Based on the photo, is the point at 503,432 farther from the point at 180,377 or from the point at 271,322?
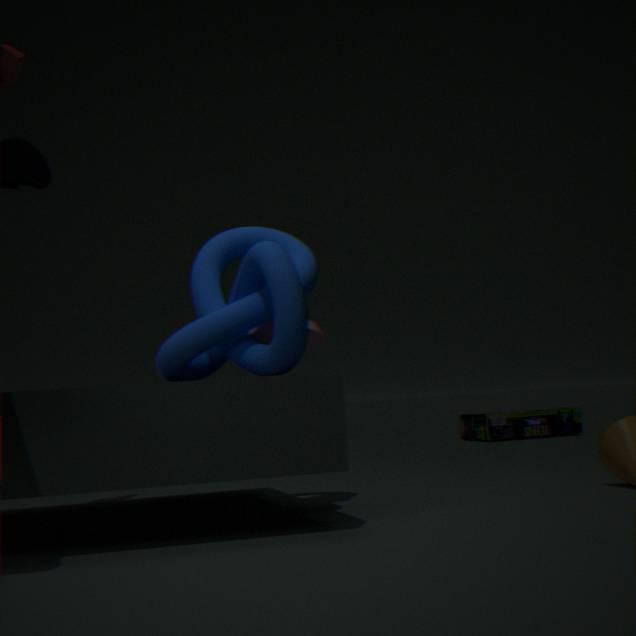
the point at 180,377
